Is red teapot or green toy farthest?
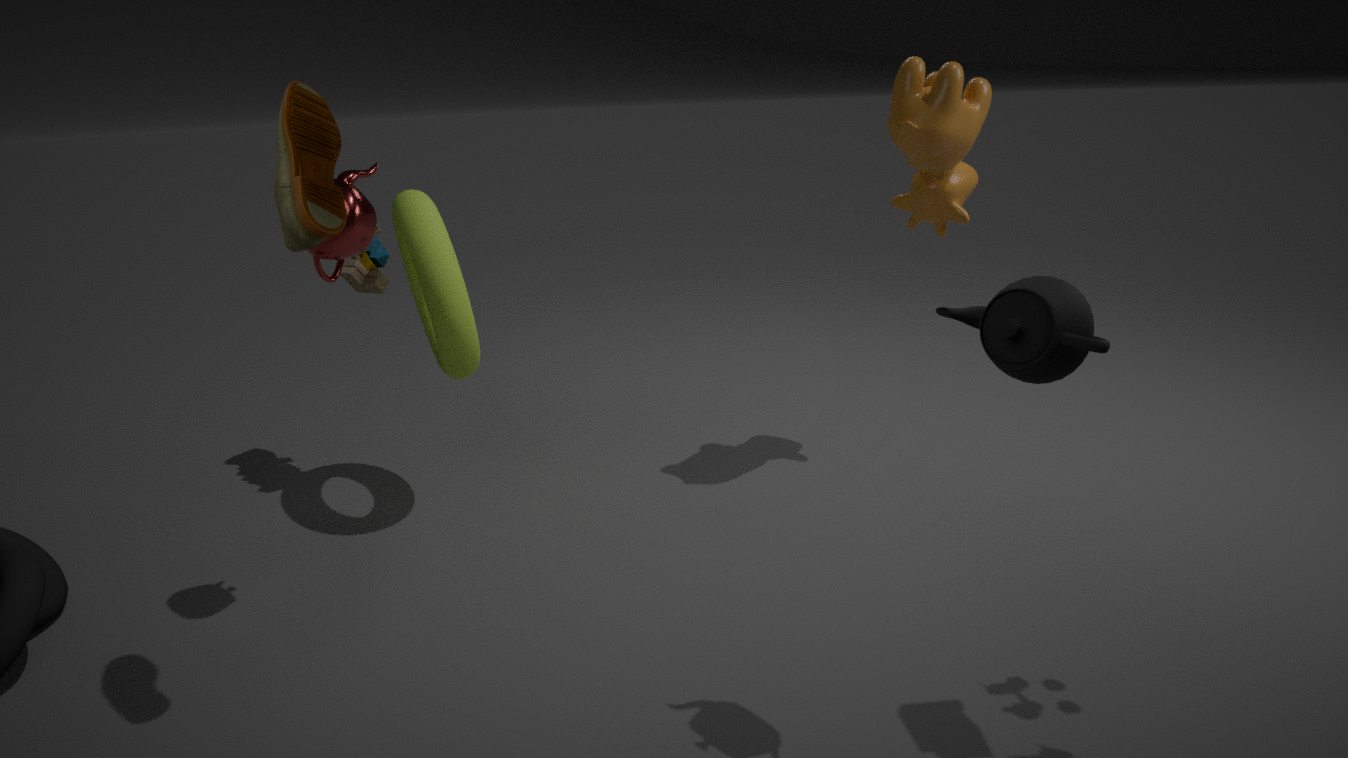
green toy
